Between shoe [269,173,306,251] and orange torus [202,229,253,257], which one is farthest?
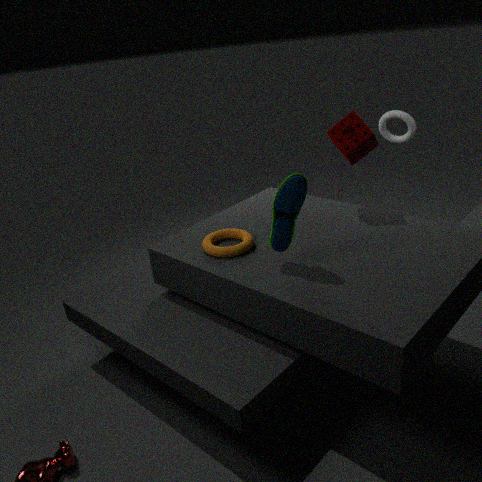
orange torus [202,229,253,257]
